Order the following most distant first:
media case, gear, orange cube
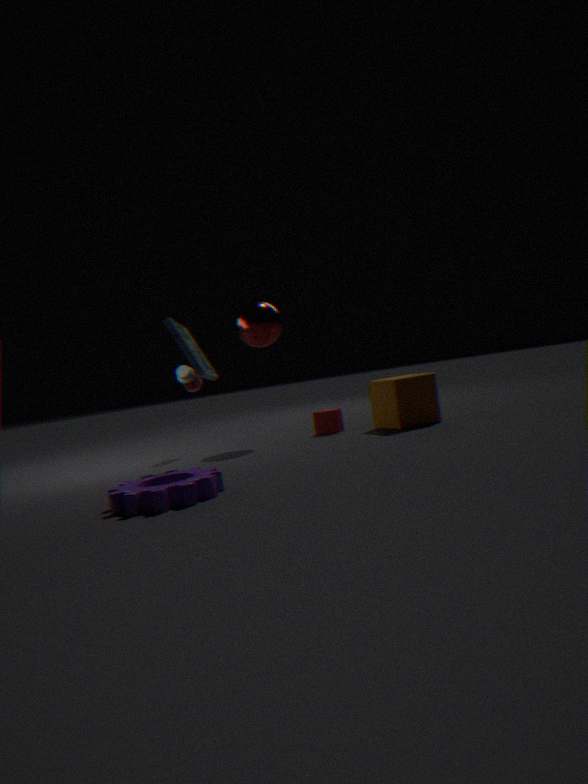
orange cube
media case
gear
